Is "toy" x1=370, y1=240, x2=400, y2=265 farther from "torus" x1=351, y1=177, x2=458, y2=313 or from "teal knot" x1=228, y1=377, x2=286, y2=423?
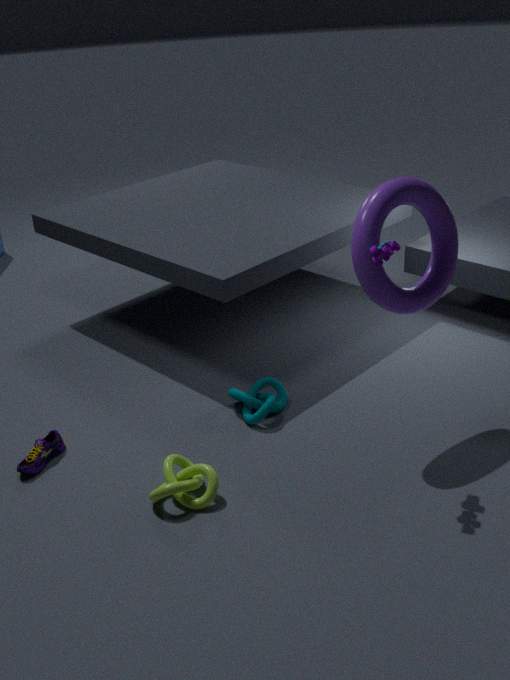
"teal knot" x1=228, y1=377, x2=286, y2=423
